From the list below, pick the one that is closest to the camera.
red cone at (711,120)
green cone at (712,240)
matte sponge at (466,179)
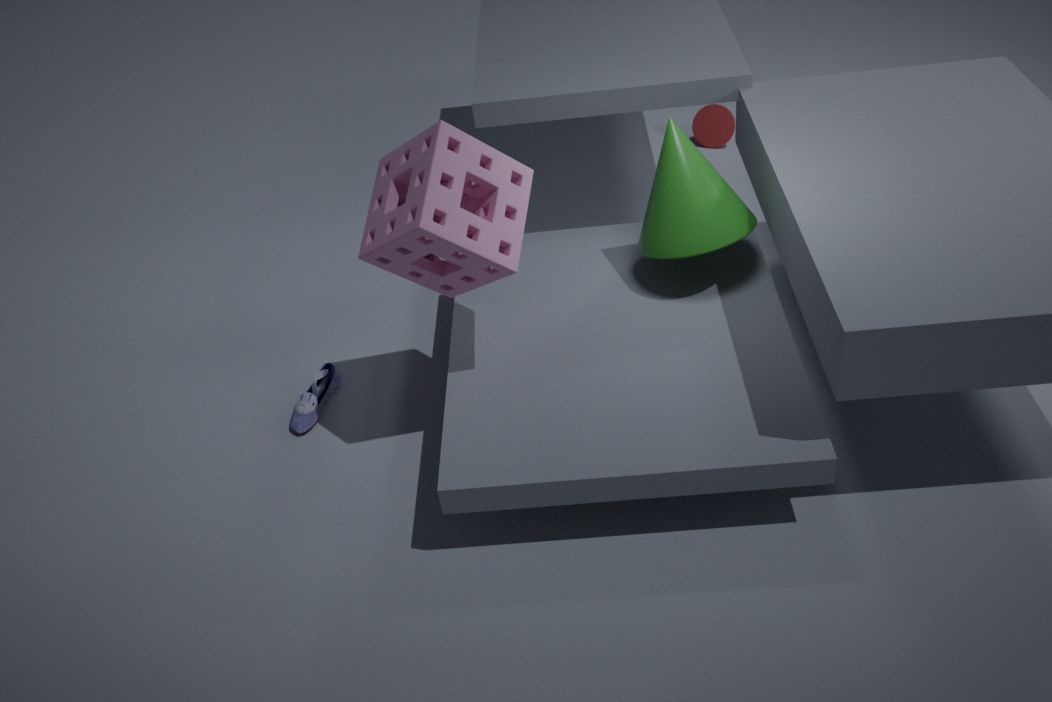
matte sponge at (466,179)
